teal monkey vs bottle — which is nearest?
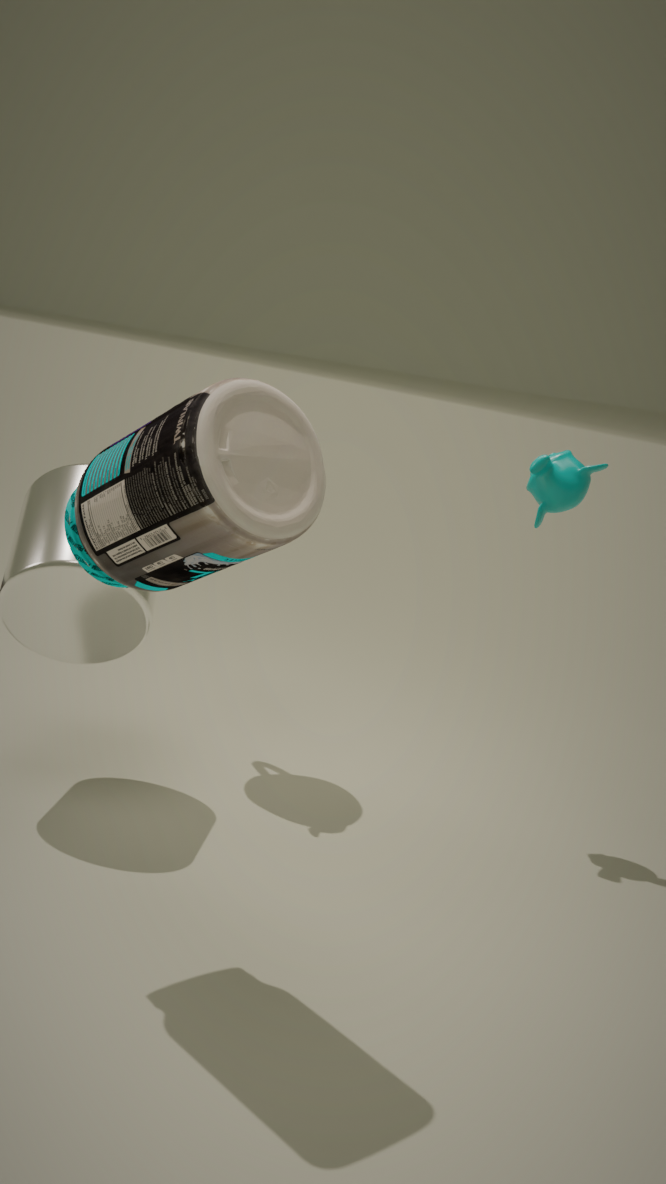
bottle
